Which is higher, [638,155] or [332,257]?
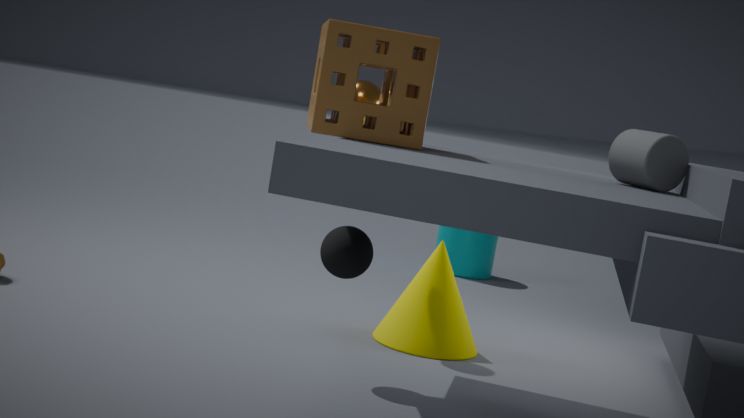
[638,155]
